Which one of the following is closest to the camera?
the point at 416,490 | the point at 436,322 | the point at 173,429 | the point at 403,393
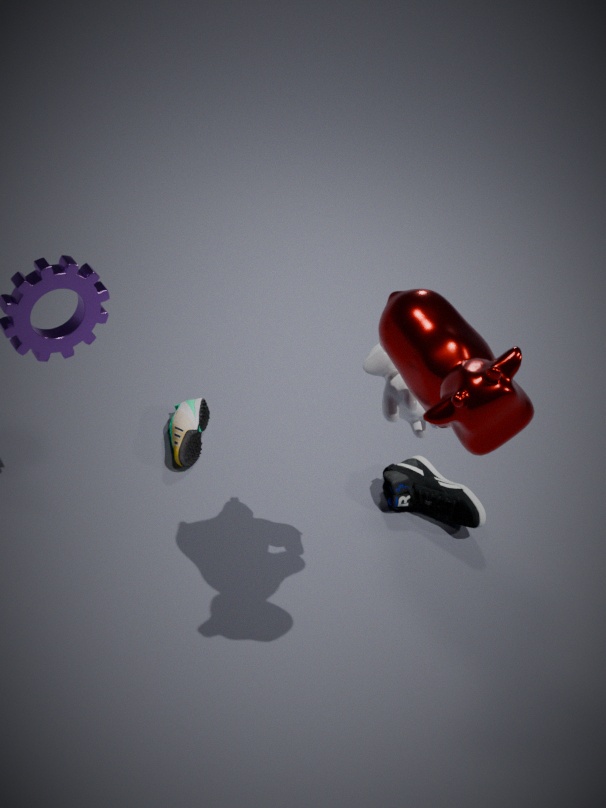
the point at 436,322
